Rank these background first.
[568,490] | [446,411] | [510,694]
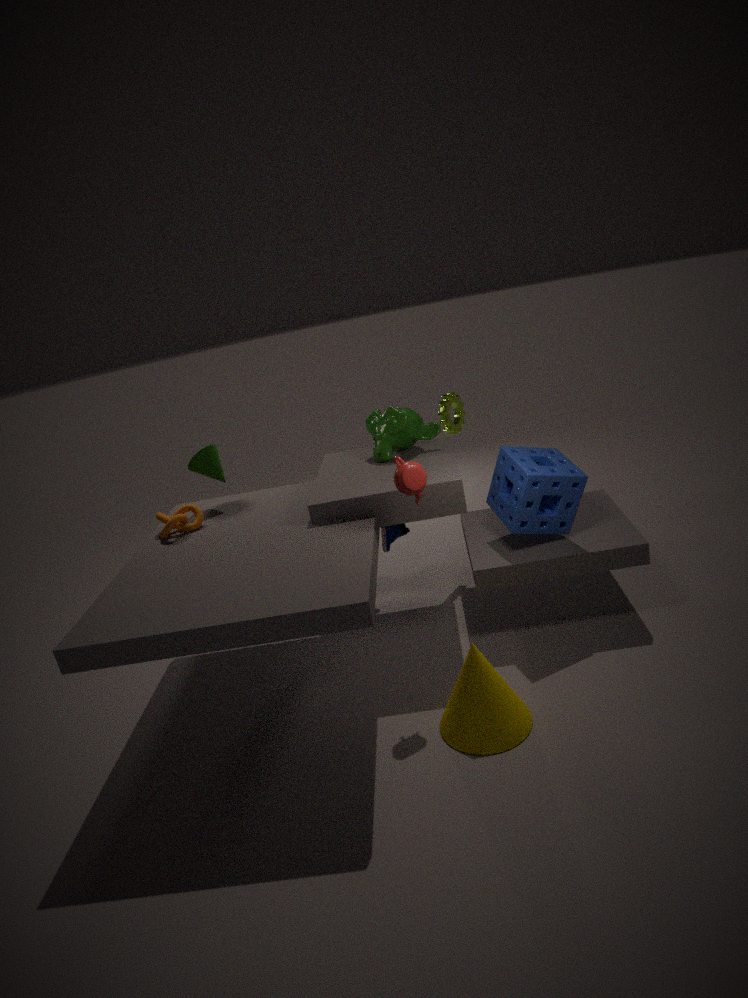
[446,411], [568,490], [510,694]
